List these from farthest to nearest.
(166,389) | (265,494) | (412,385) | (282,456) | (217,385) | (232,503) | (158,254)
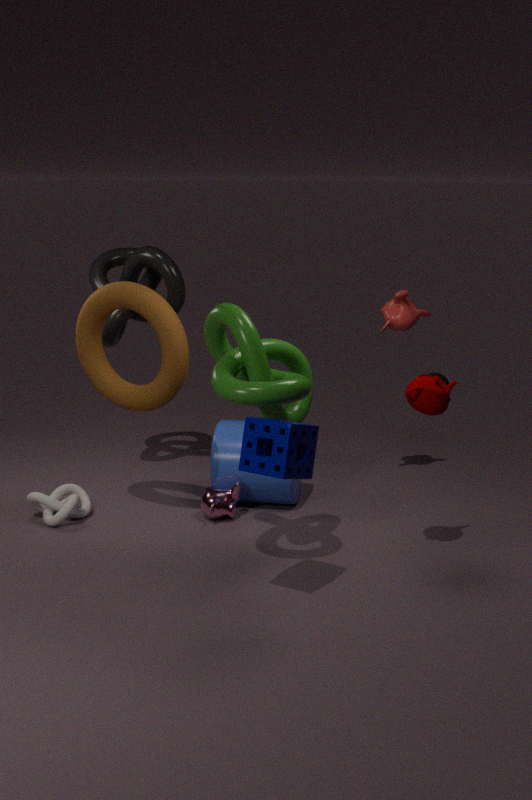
1. (158,254)
2. (265,494)
3. (232,503)
4. (166,389)
5. (412,385)
6. (217,385)
7. (282,456)
